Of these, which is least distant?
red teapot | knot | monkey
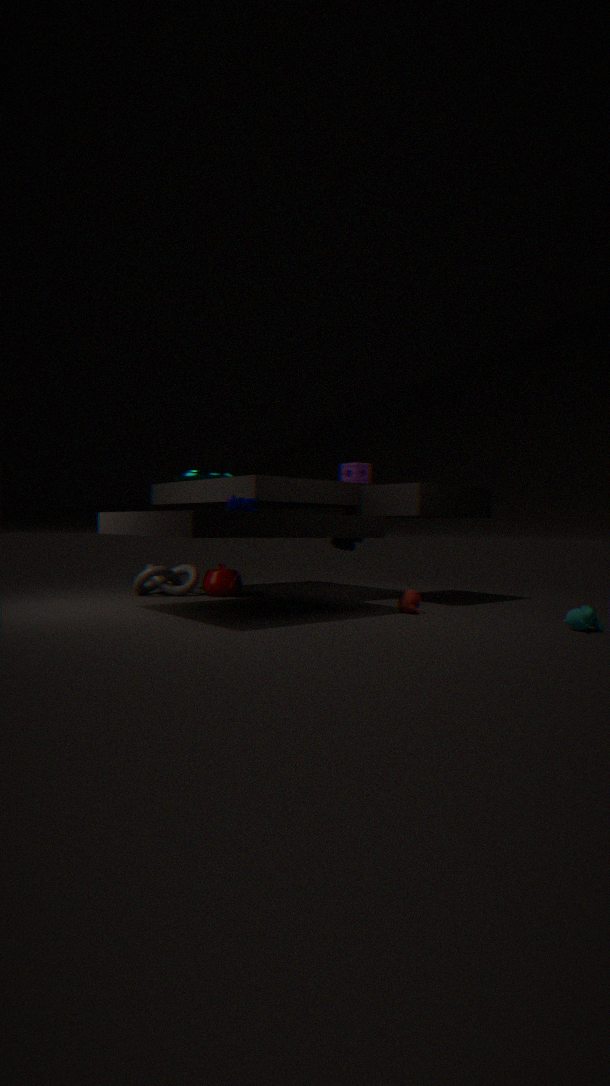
monkey
